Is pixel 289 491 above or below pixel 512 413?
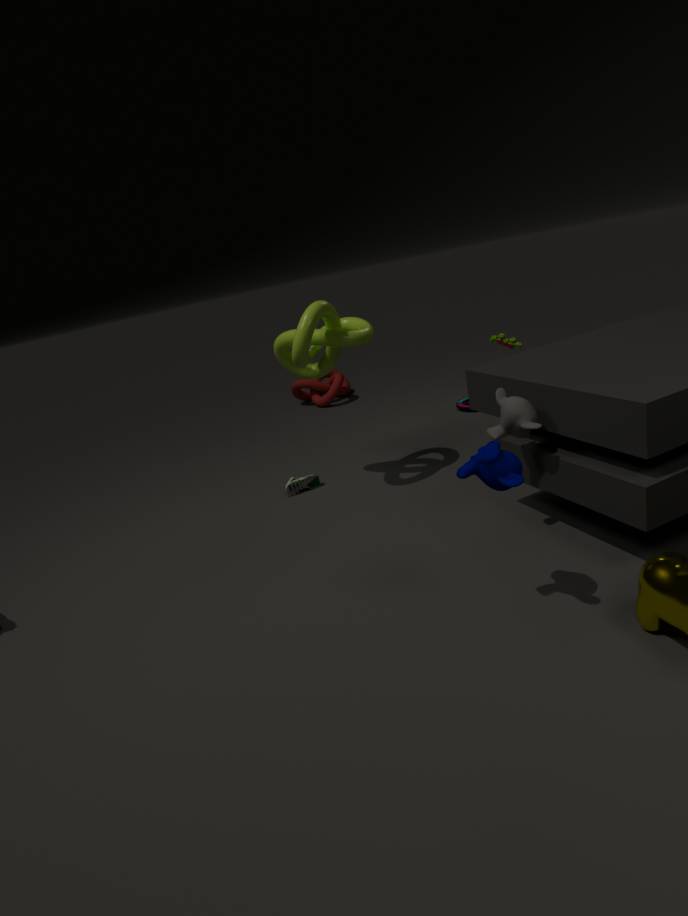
below
